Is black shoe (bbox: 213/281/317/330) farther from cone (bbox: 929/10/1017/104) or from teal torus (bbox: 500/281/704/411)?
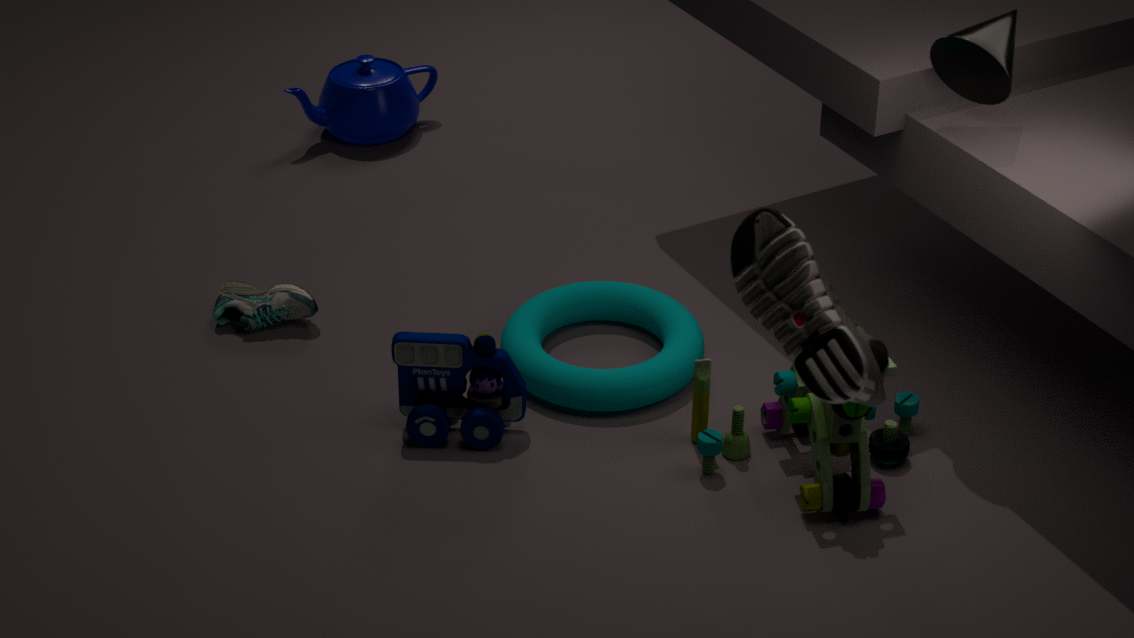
cone (bbox: 929/10/1017/104)
